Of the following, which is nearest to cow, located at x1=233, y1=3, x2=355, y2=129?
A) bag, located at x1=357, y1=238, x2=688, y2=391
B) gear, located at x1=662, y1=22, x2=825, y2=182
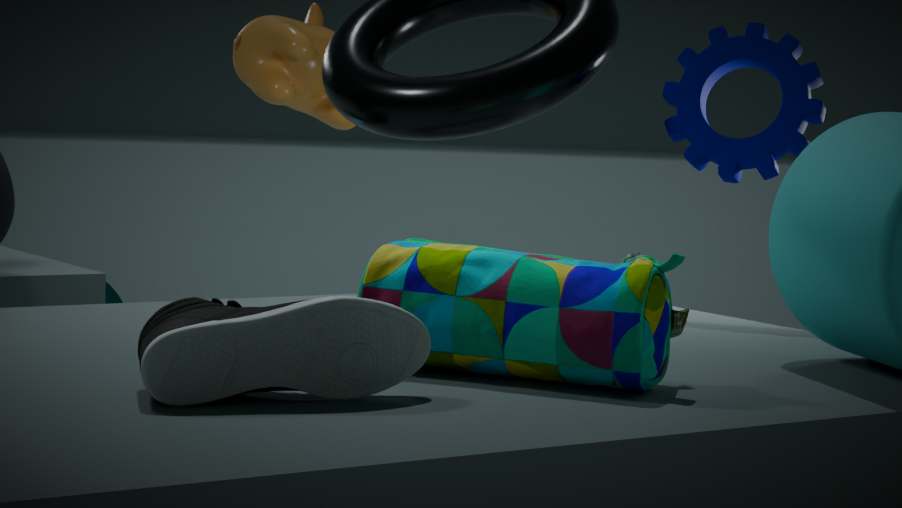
gear, located at x1=662, y1=22, x2=825, y2=182
